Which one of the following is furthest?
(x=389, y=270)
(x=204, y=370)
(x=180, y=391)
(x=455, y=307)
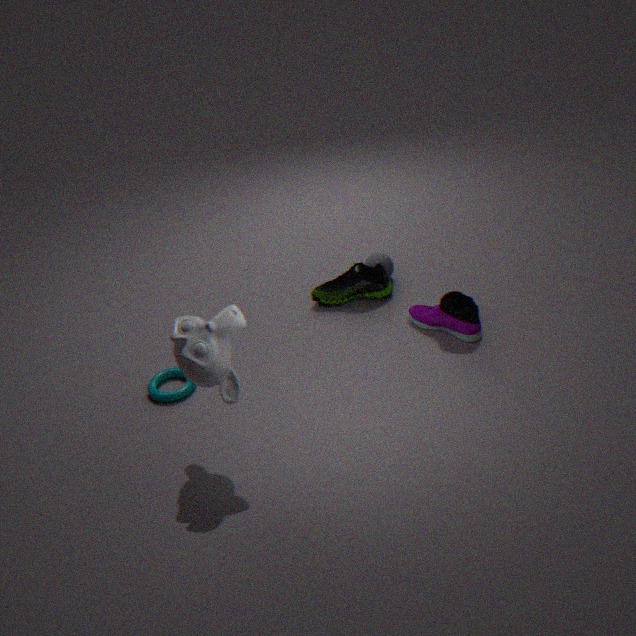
(x=389, y=270)
